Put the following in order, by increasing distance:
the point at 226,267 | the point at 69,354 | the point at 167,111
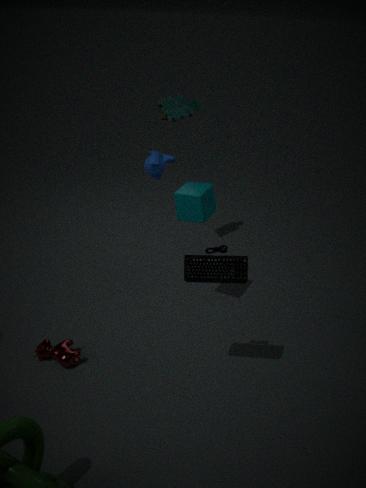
1. the point at 226,267
2. the point at 69,354
3. the point at 167,111
